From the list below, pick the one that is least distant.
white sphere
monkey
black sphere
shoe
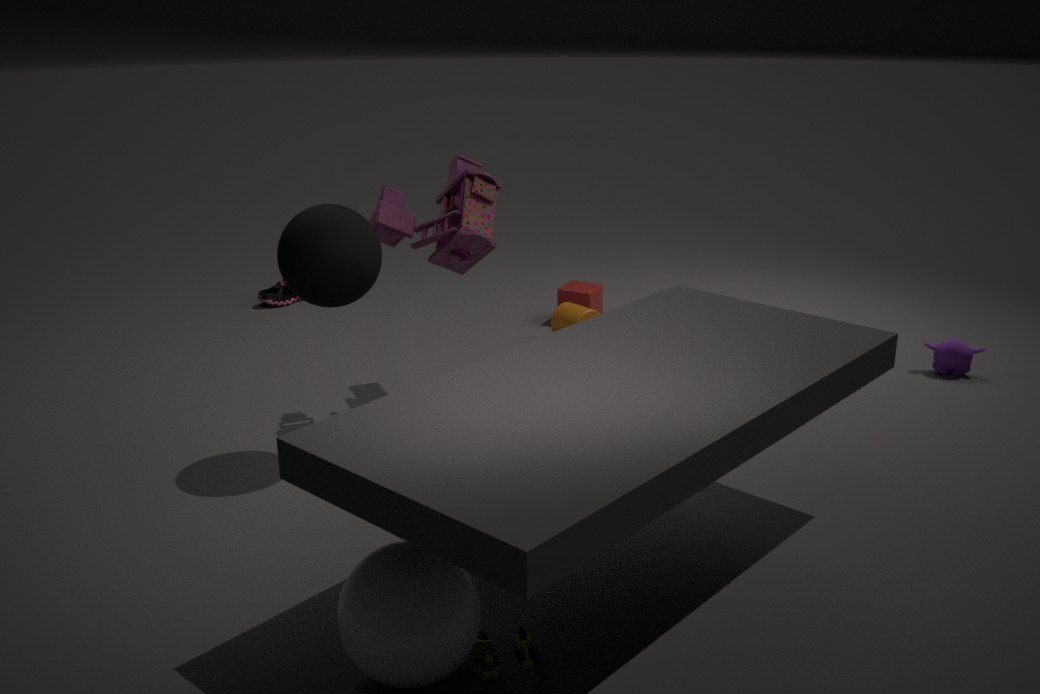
white sphere
